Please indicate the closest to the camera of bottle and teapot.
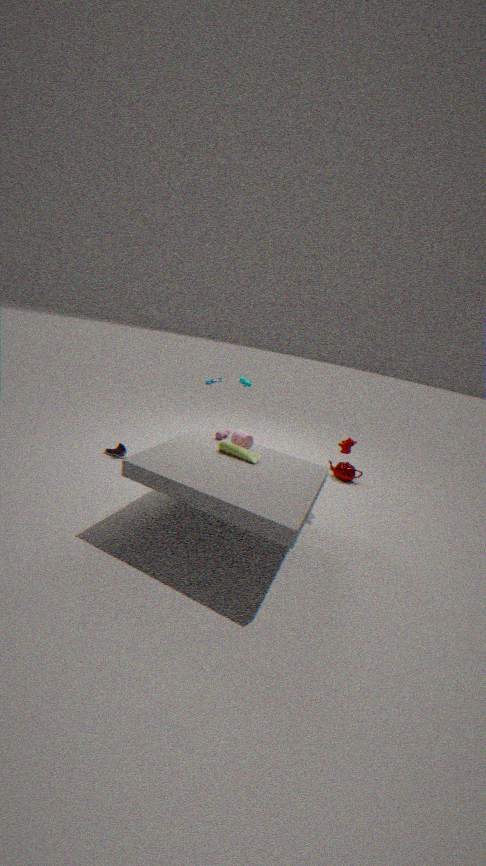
bottle
